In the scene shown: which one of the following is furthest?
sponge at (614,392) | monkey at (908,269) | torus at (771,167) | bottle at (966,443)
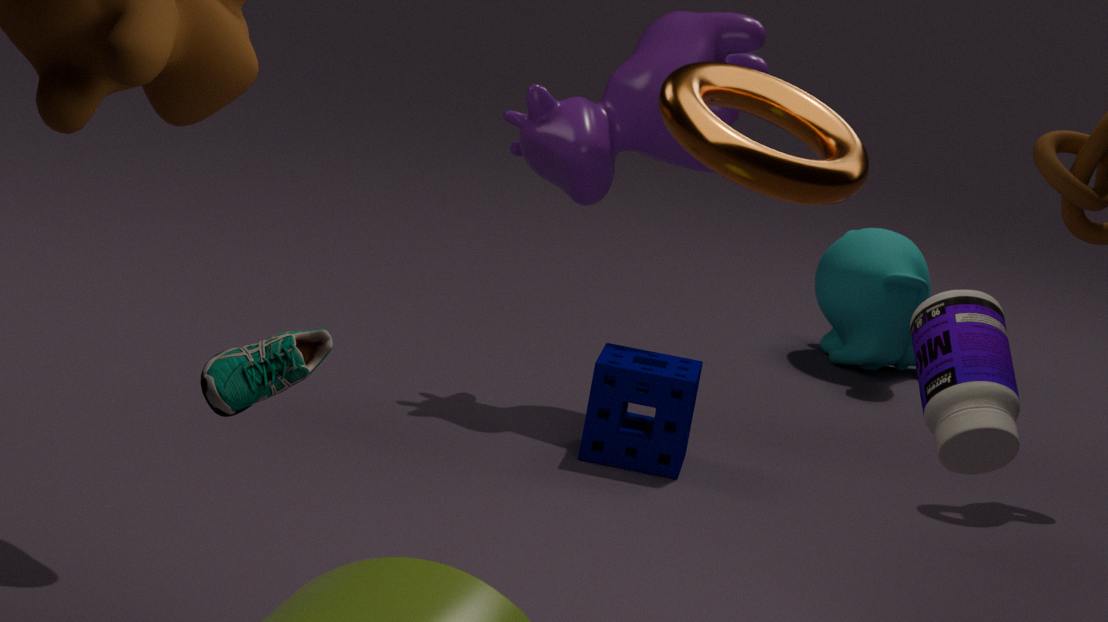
monkey at (908,269)
